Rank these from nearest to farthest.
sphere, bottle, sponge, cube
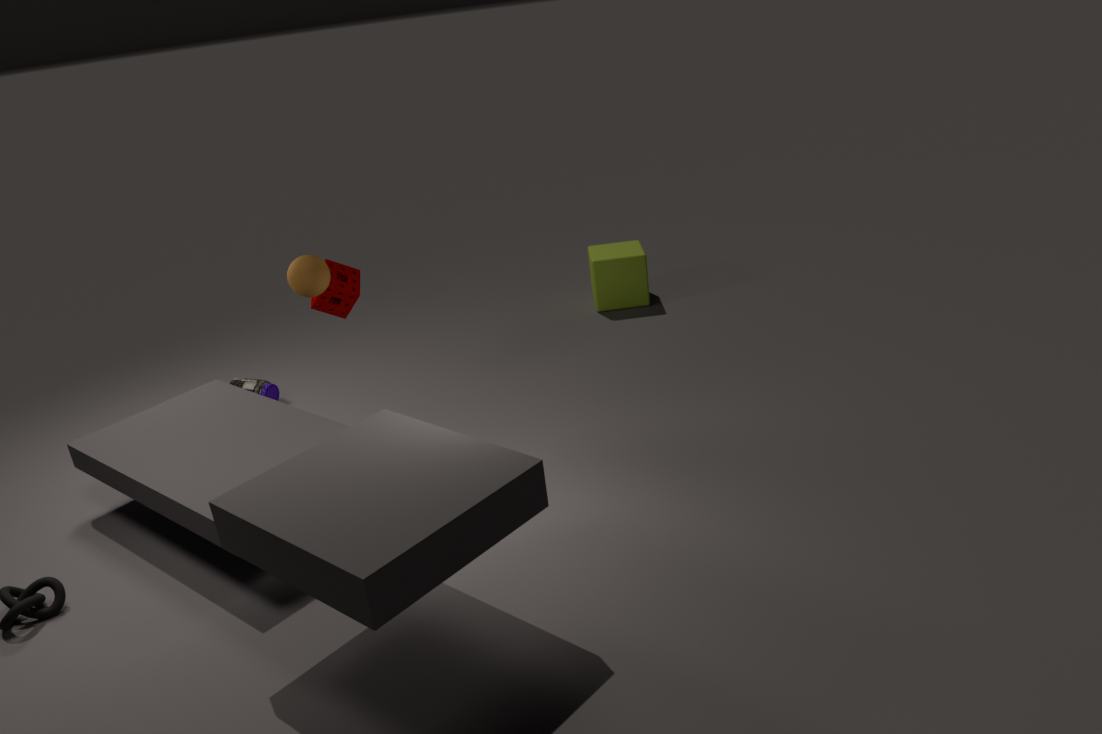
1. sphere
2. sponge
3. bottle
4. cube
